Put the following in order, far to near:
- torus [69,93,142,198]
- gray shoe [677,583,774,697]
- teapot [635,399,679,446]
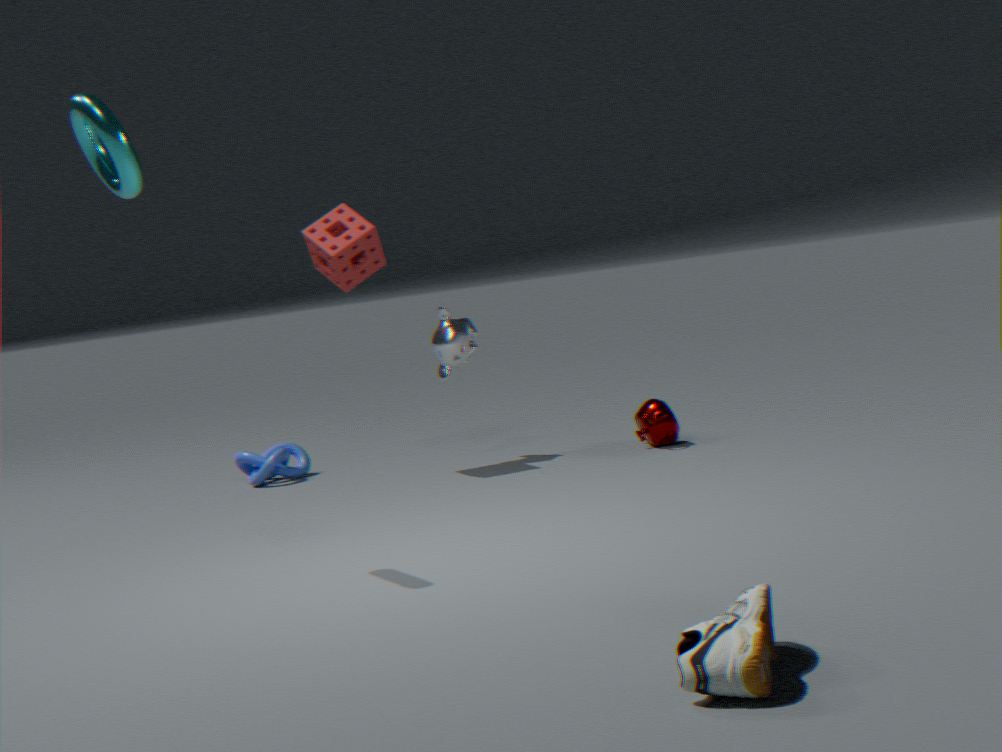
teapot [635,399,679,446]
torus [69,93,142,198]
gray shoe [677,583,774,697]
